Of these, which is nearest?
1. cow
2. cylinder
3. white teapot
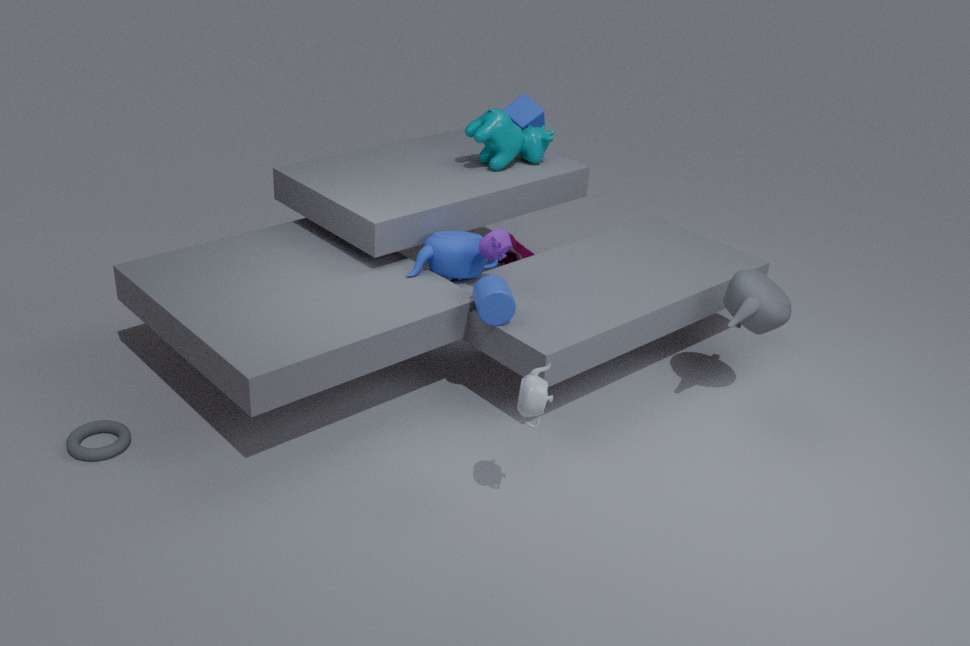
white teapot
